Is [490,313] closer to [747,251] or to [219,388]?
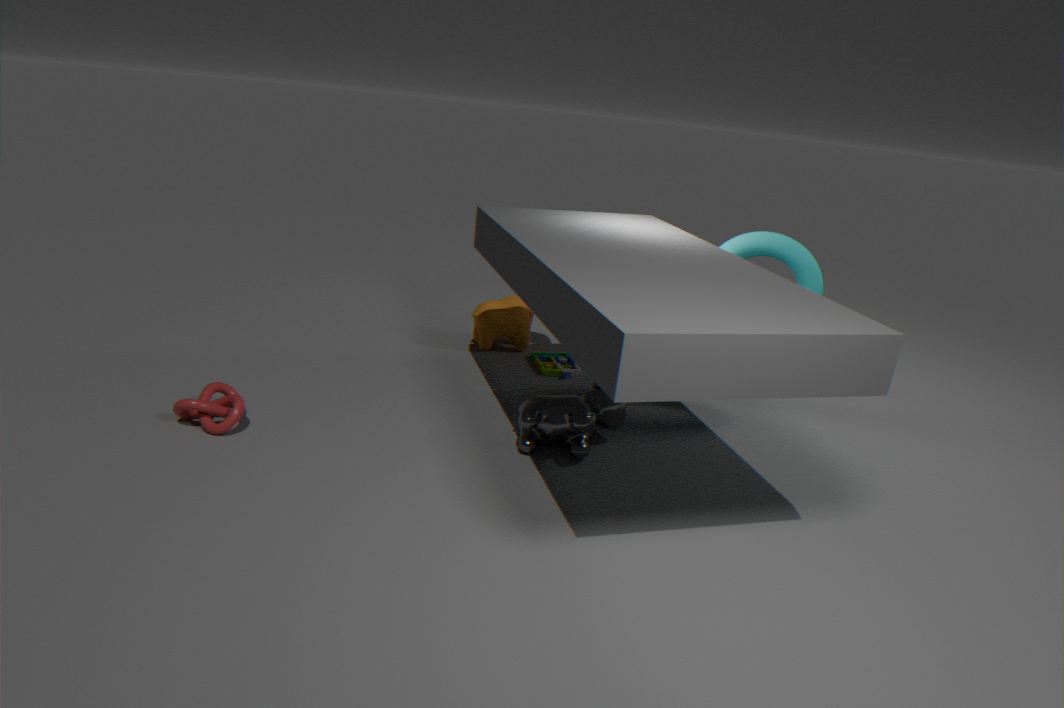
[747,251]
